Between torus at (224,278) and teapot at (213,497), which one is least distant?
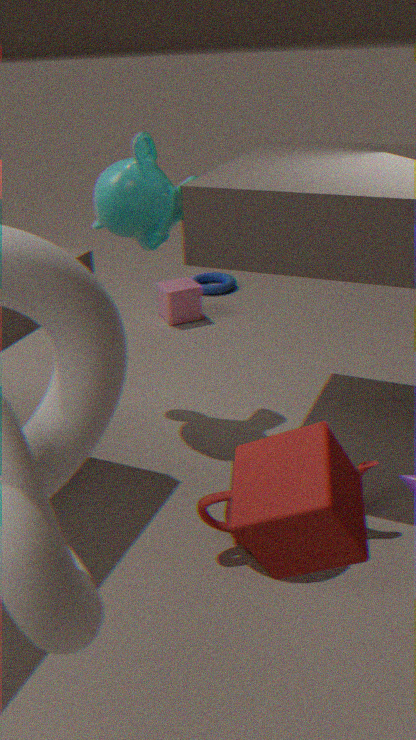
teapot at (213,497)
